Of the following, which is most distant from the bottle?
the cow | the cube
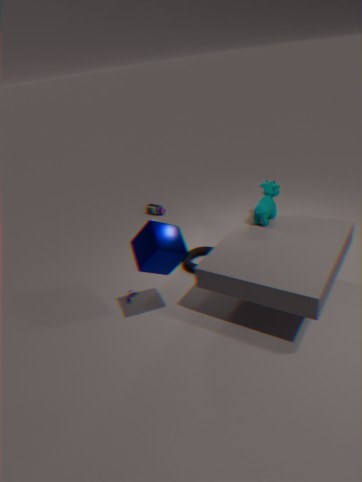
Result: the cube
